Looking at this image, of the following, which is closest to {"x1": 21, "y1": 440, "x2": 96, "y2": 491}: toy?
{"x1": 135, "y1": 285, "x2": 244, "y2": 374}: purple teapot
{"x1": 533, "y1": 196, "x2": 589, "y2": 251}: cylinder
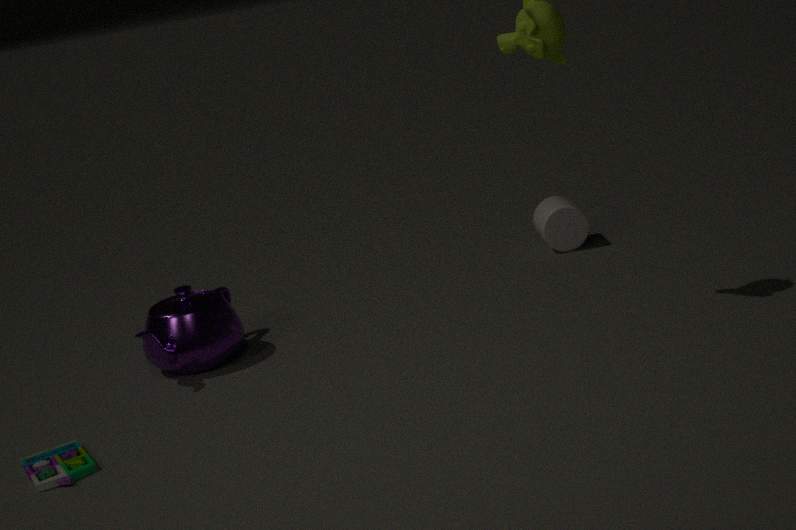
{"x1": 135, "y1": 285, "x2": 244, "y2": 374}: purple teapot
